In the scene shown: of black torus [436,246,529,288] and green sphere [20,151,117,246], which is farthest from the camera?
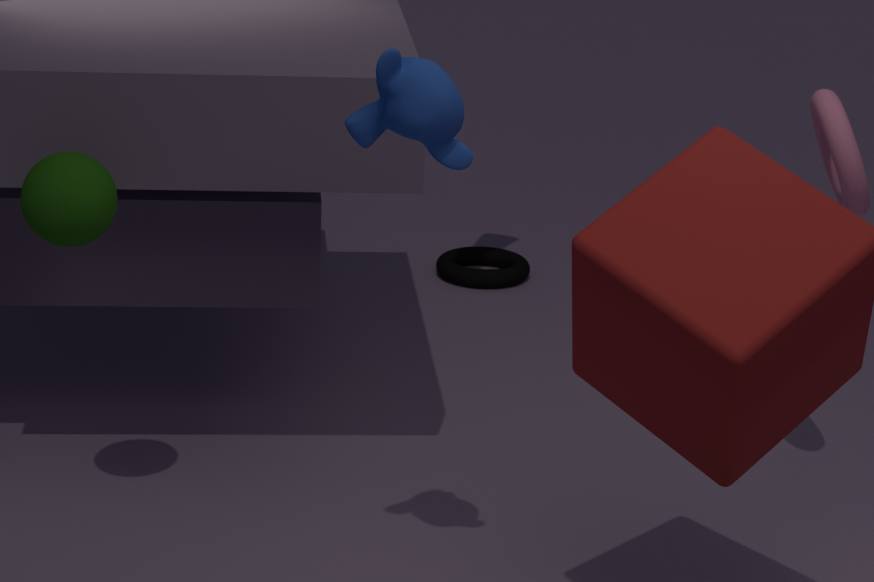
black torus [436,246,529,288]
